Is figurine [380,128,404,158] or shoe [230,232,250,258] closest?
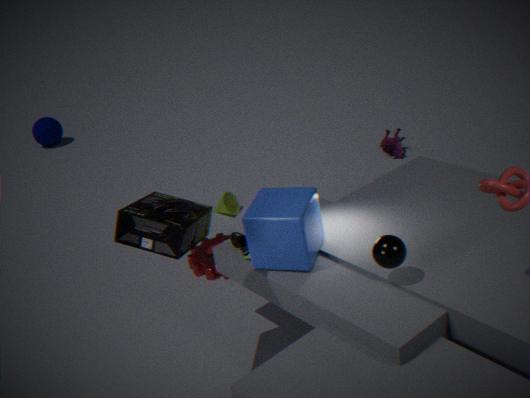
shoe [230,232,250,258]
